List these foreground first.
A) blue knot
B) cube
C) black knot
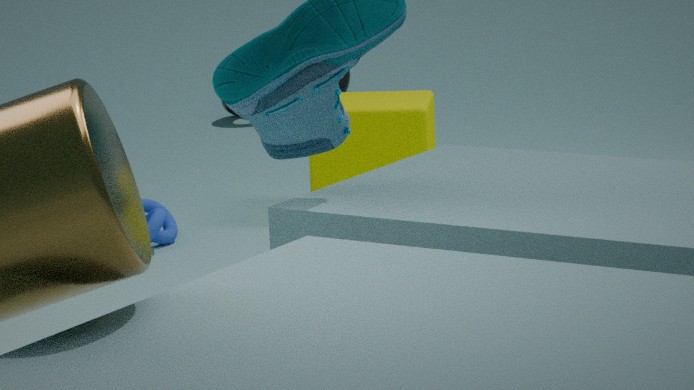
1. blue knot
2. cube
3. black knot
